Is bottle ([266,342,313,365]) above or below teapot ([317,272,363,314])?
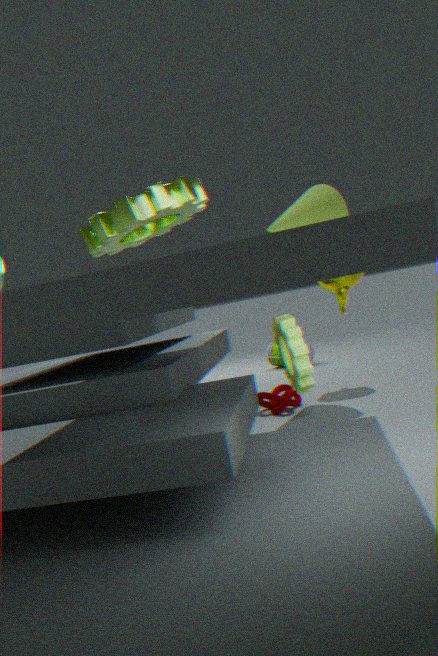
below
